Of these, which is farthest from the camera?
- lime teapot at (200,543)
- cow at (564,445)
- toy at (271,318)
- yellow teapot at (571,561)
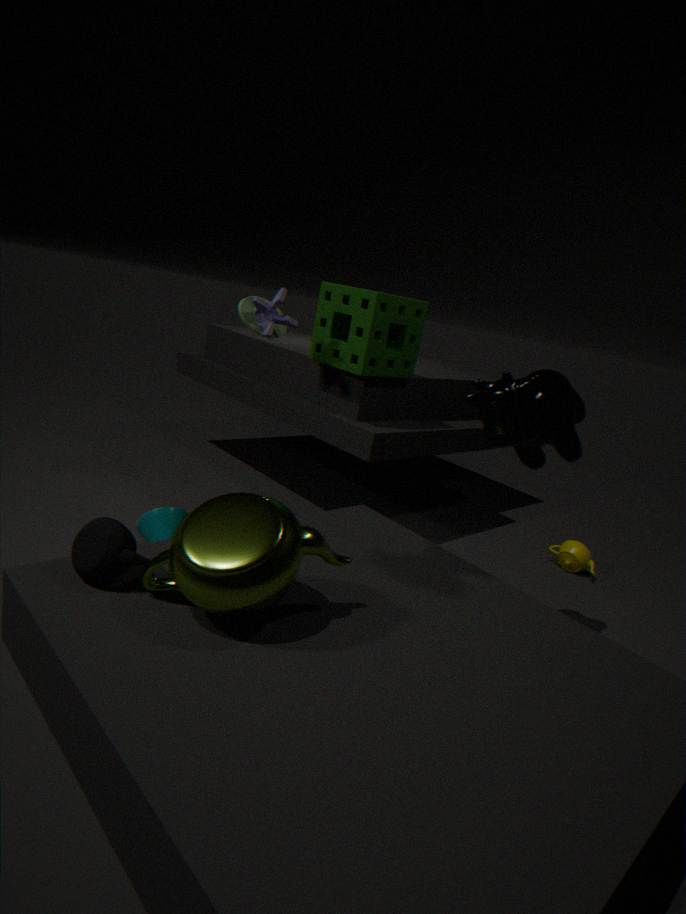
yellow teapot at (571,561)
